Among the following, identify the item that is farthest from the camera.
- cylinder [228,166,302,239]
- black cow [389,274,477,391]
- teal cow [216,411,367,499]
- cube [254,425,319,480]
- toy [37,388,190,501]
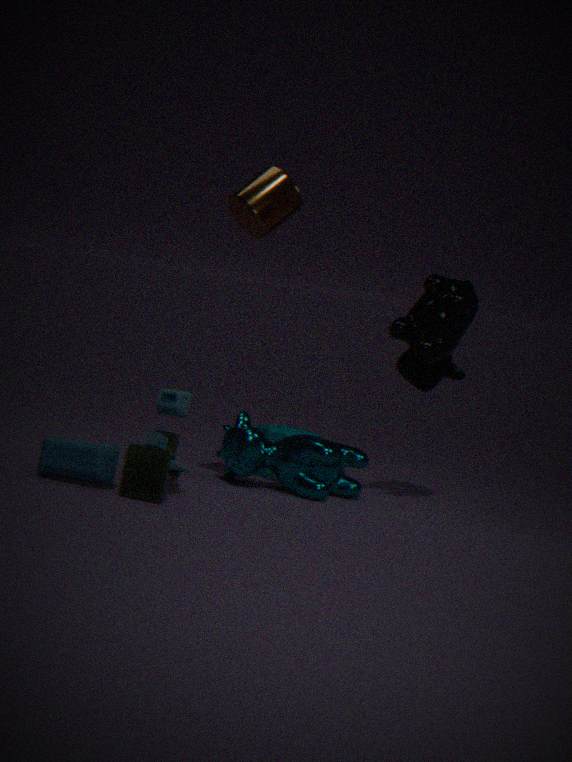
cube [254,425,319,480]
